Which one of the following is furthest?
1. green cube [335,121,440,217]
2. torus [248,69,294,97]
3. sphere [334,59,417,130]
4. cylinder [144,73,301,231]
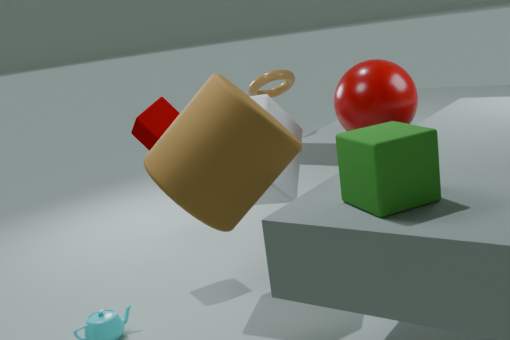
torus [248,69,294,97]
